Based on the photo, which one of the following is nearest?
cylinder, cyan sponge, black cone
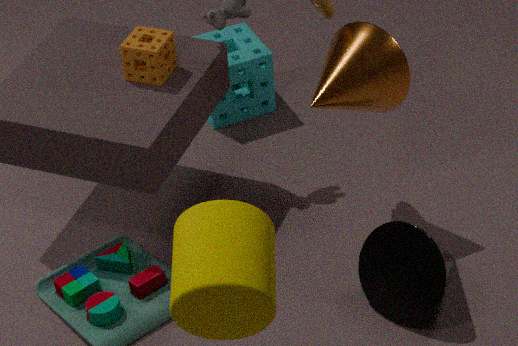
cylinder
